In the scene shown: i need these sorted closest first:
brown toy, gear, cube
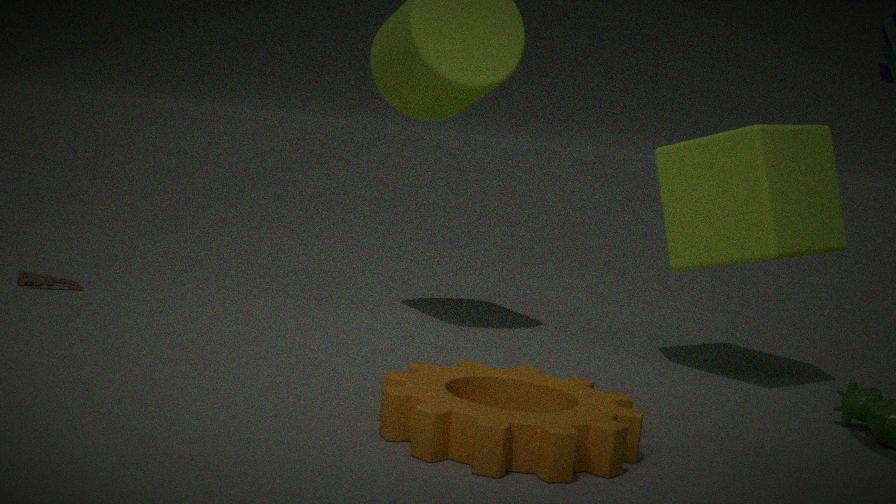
gear < cube < brown toy
